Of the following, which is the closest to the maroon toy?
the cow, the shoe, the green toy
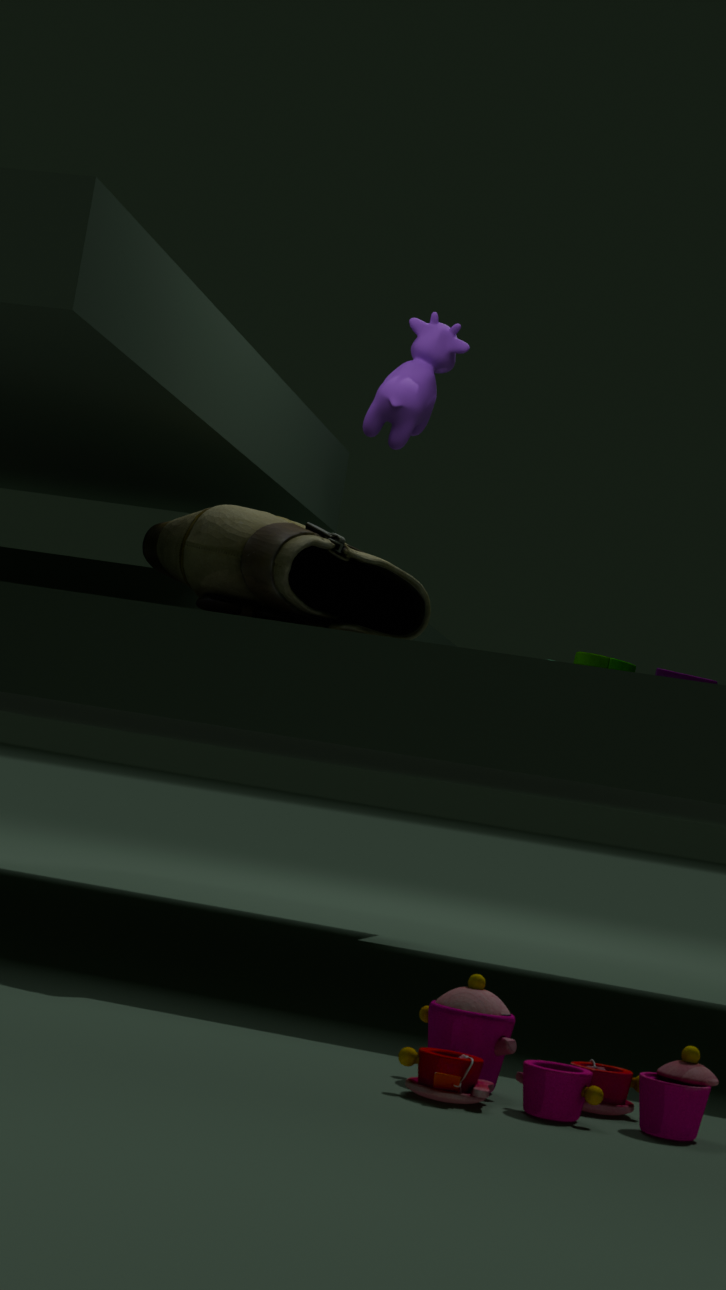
the shoe
